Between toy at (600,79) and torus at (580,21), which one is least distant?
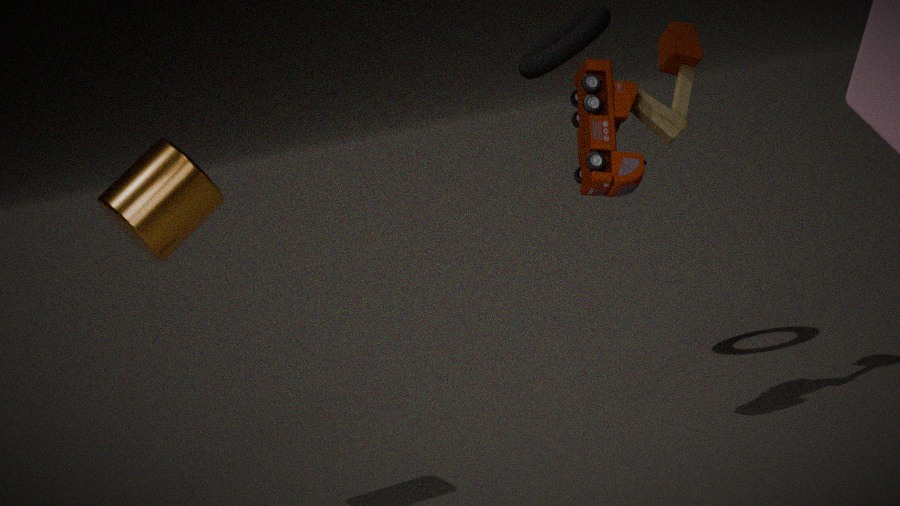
toy at (600,79)
